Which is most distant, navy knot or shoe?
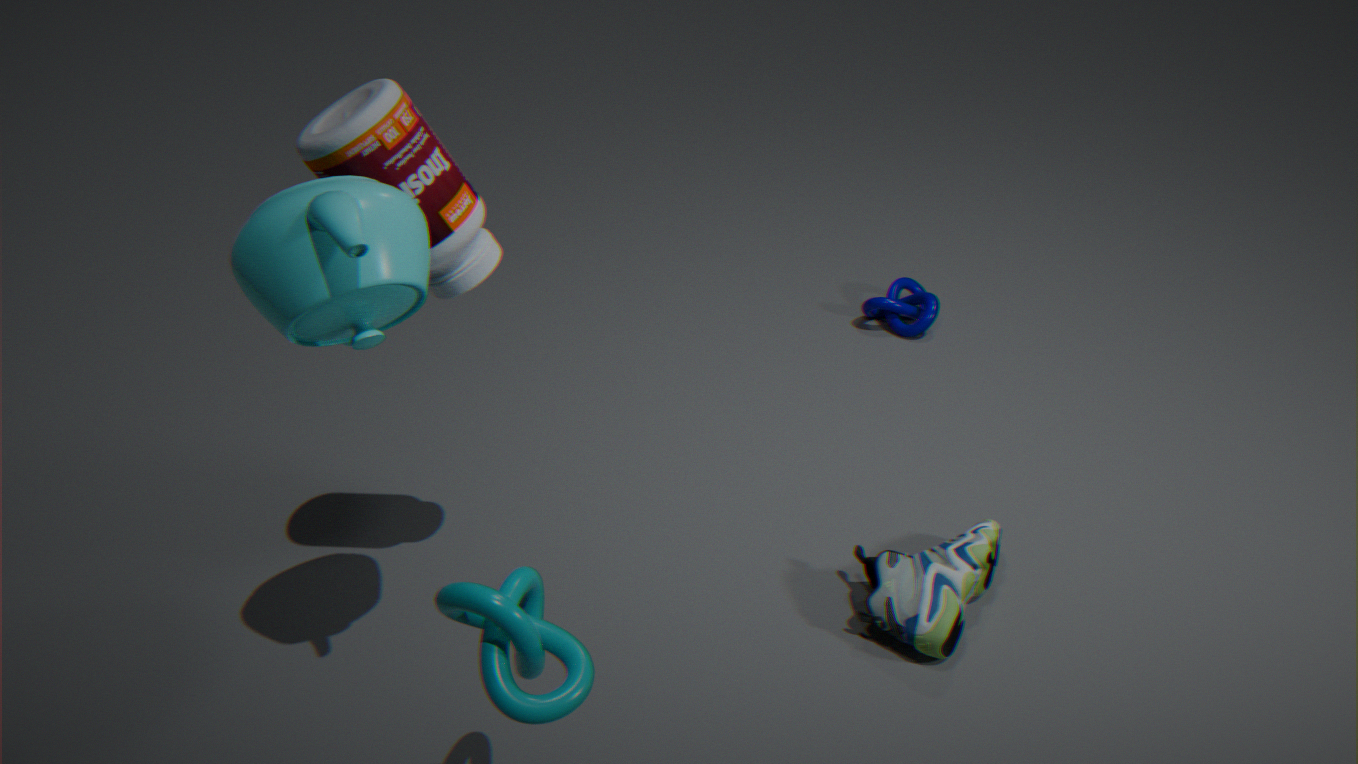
navy knot
